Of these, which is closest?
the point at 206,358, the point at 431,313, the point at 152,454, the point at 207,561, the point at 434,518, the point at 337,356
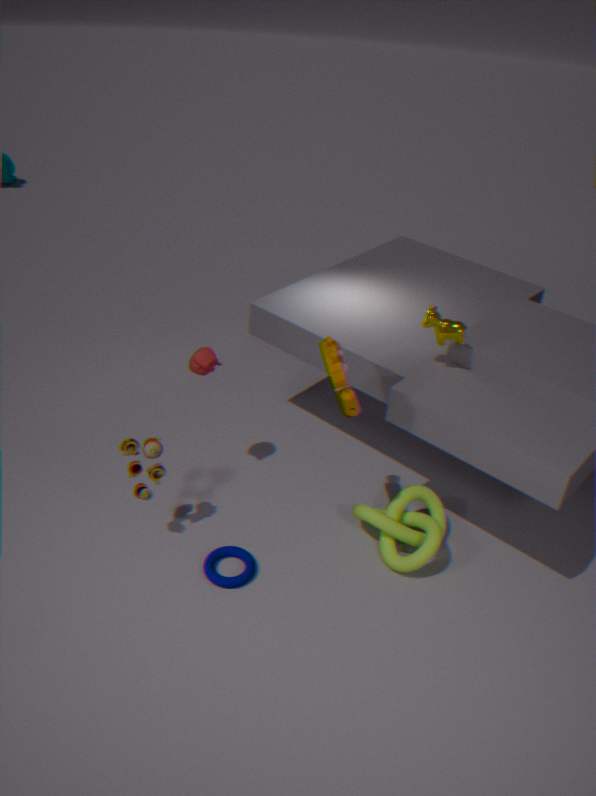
the point at 337,356
